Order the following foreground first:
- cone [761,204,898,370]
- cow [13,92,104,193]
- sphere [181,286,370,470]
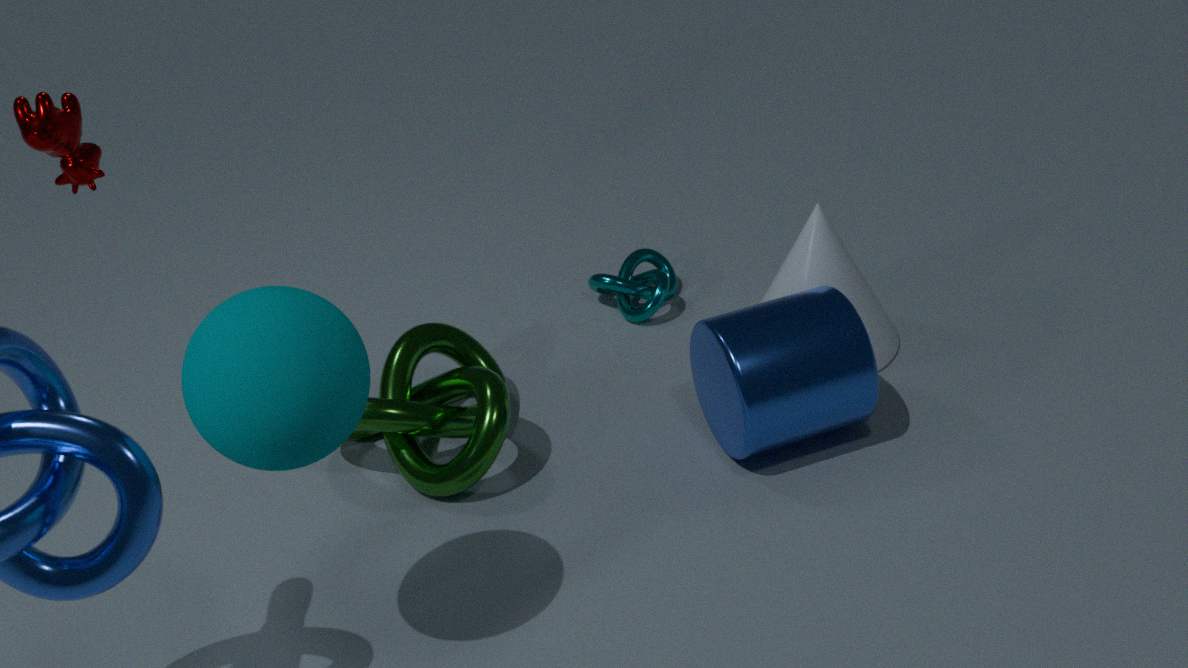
sphere [181,286,370,470], cow [13,92,104,193], cone [761,204,898,370]
